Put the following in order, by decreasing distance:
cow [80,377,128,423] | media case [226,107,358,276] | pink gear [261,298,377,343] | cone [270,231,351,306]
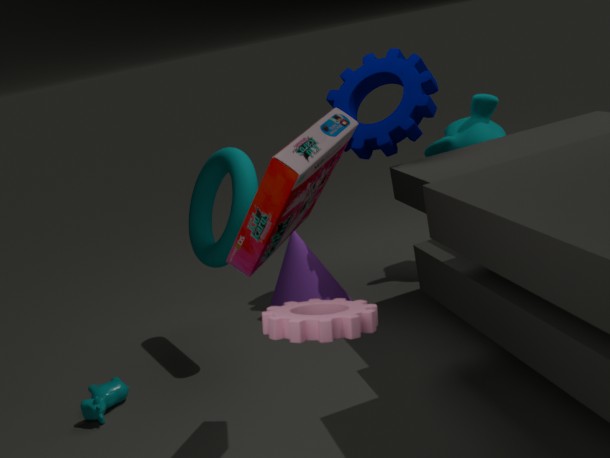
cone [270,231,351,306] → cow [80,377,128,423] → media case [226,107,358,276] → pink gear [261,298,377,343]
